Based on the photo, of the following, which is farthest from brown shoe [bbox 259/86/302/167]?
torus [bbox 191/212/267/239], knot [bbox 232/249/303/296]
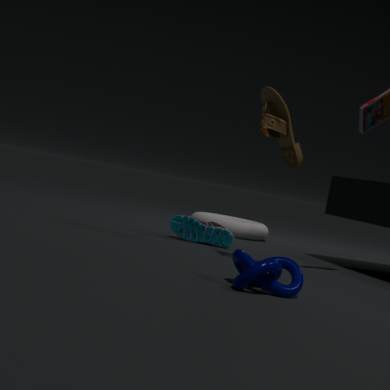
torus [bbox 191/212/267/239]
